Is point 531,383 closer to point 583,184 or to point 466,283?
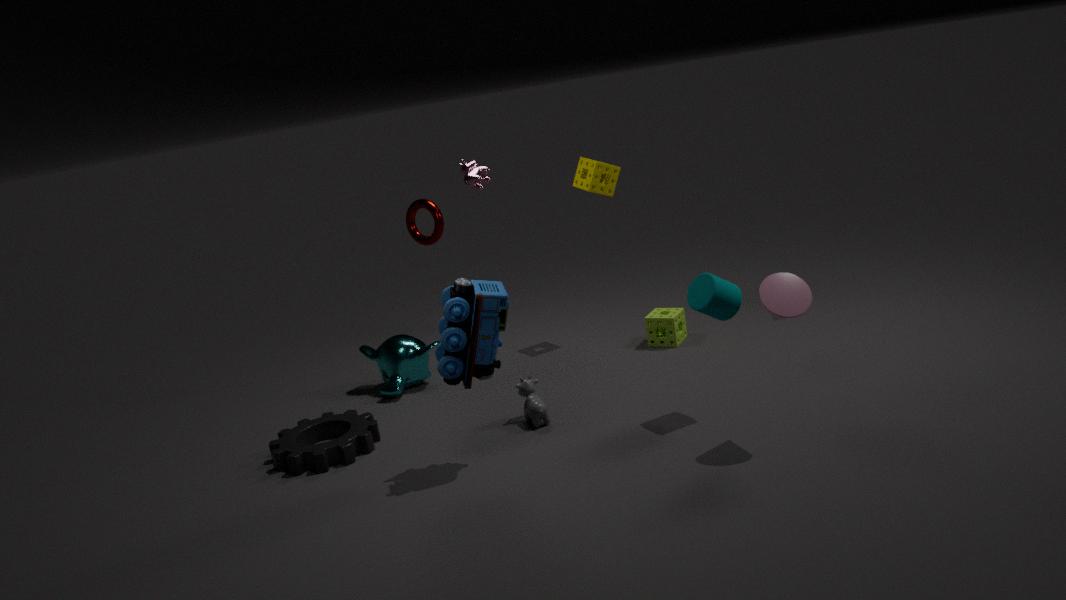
point 466,283
